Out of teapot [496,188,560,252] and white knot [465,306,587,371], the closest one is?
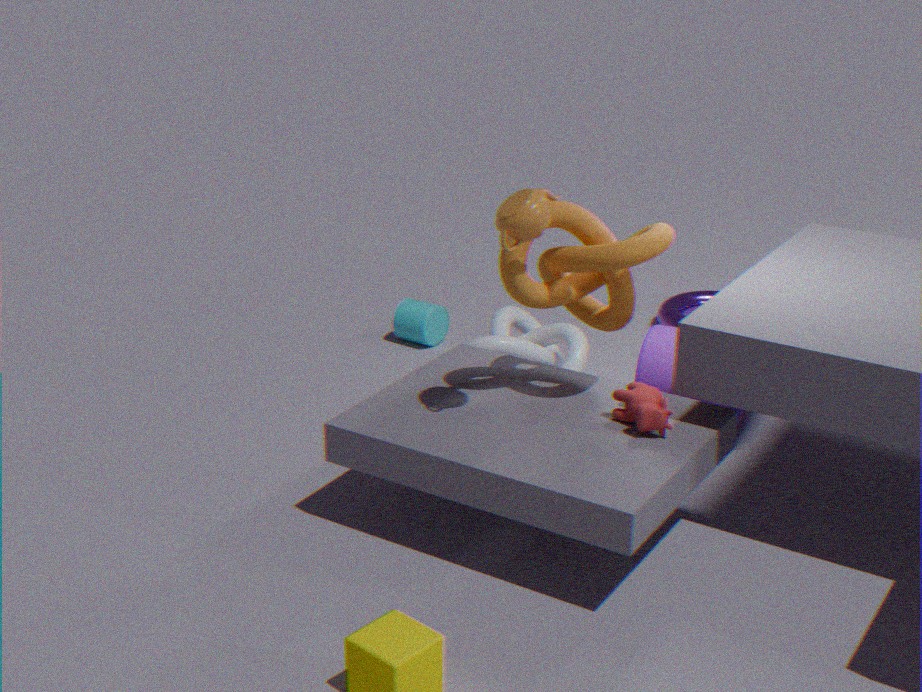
teapot [496,188,560,252]
